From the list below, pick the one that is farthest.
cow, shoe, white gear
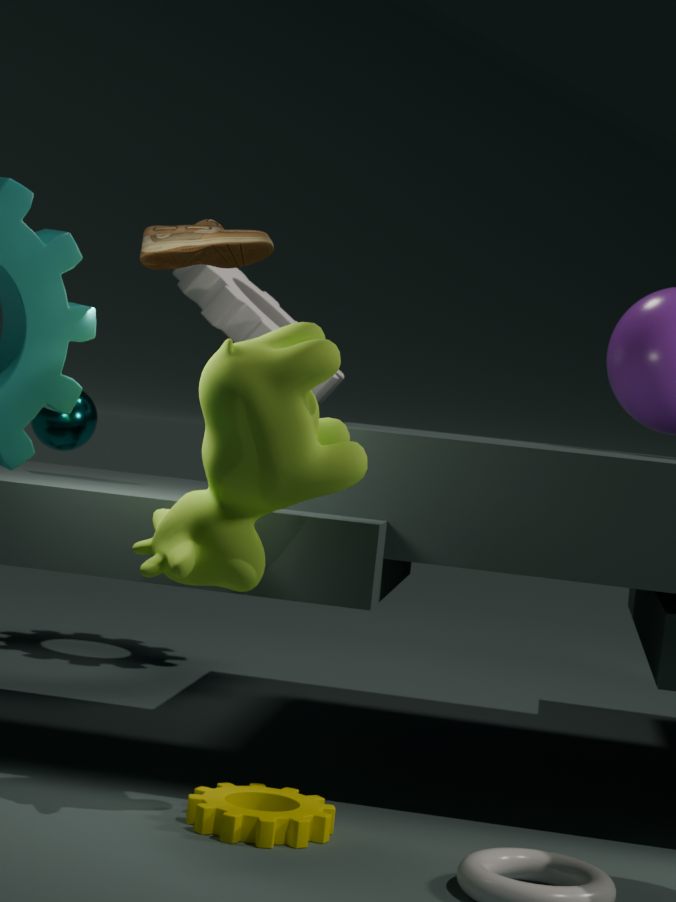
white gear
